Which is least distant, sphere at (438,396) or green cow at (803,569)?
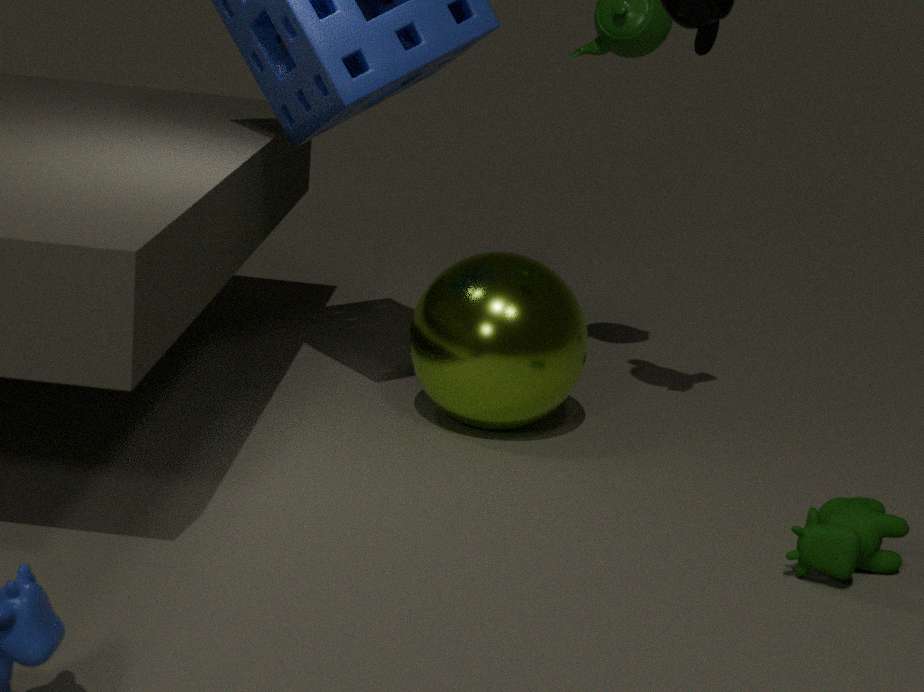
green cow at (803,569)
